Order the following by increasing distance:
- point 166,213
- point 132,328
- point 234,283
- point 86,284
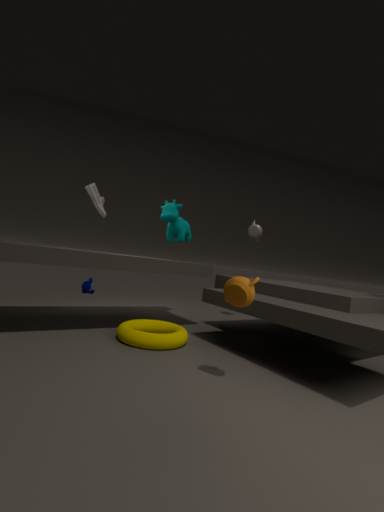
point 234,283 → point 132,328 → point 166,213 → point 86,284
